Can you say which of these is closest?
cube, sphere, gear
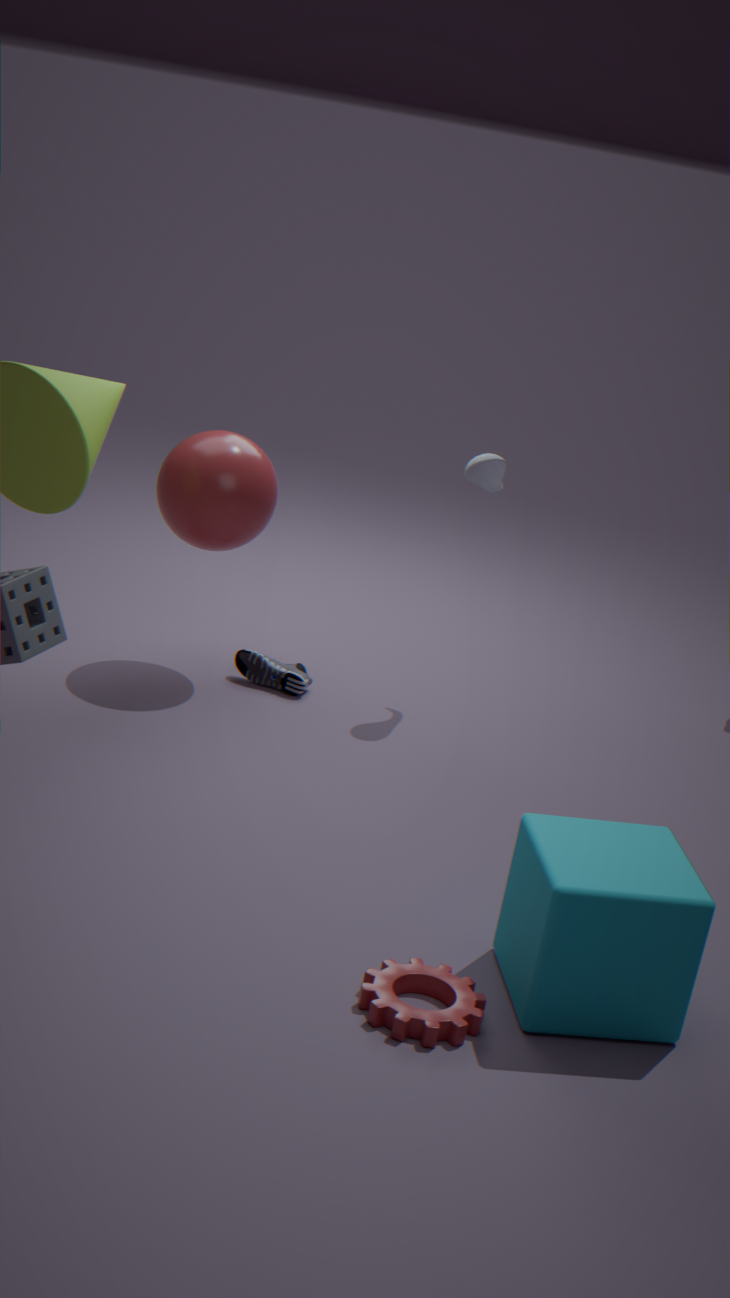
gear
